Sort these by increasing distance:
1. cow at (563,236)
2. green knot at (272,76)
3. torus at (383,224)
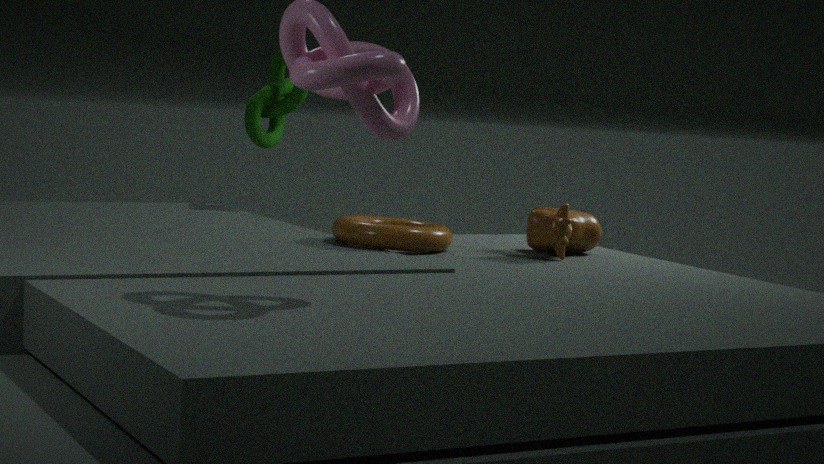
torus at (383,224) < cow at (563,236) < green knot at (272,76)
